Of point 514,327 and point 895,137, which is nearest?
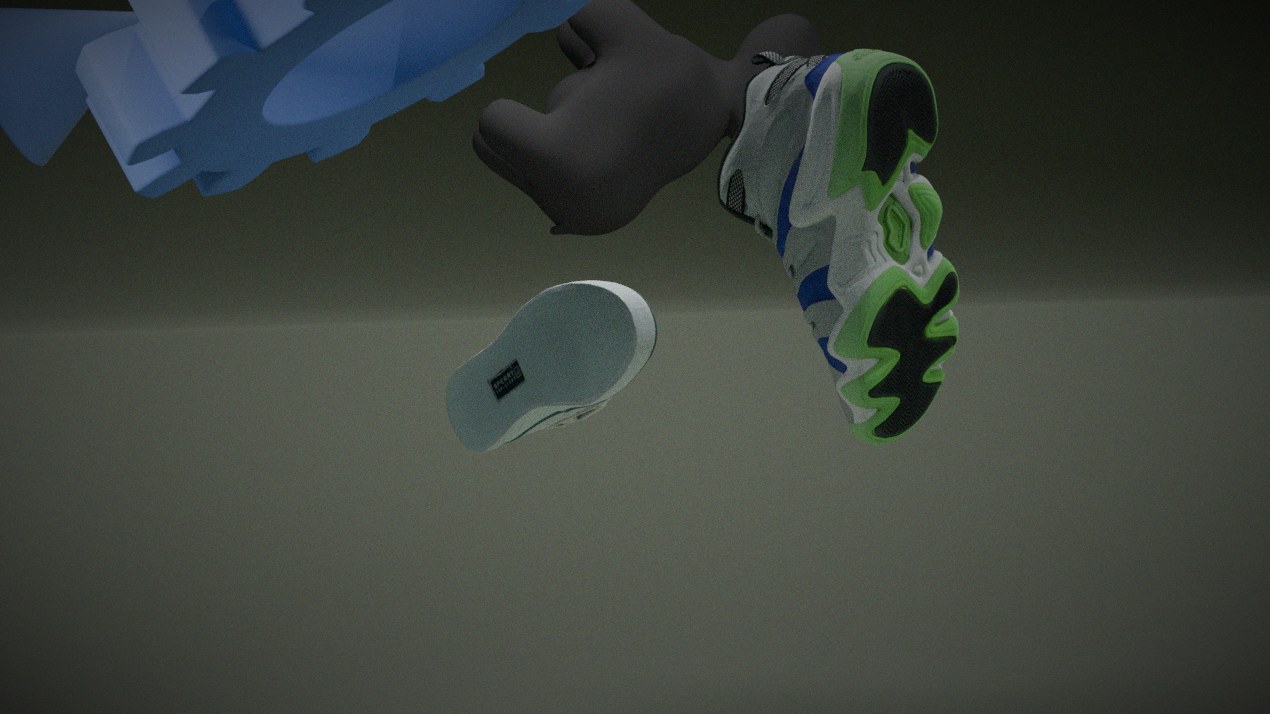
point 895,137
